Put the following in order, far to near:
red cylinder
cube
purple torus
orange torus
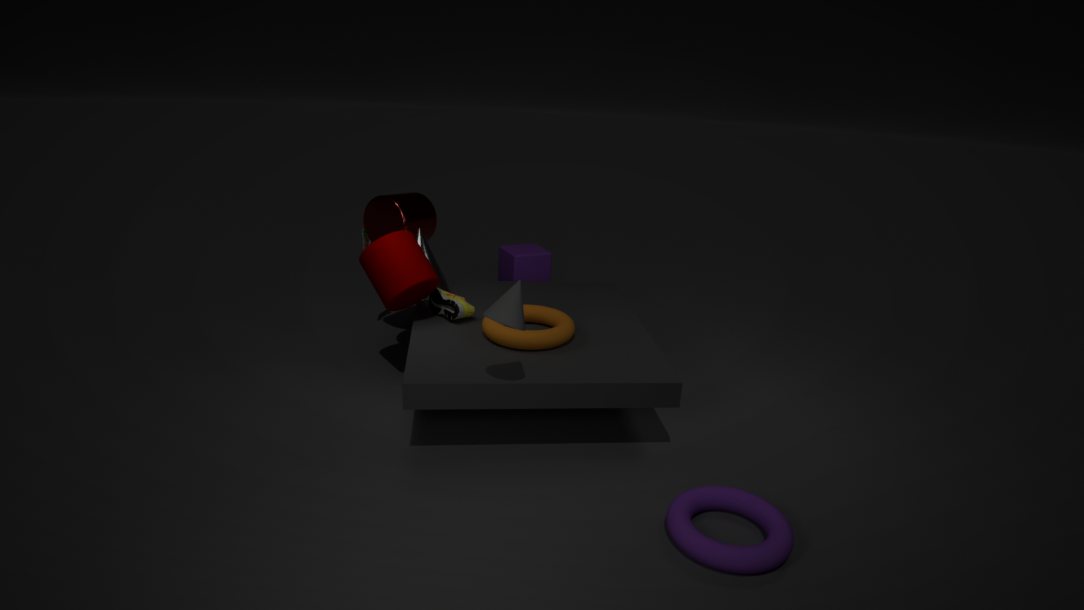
cube < red cylinder < orange torus < purple torus
